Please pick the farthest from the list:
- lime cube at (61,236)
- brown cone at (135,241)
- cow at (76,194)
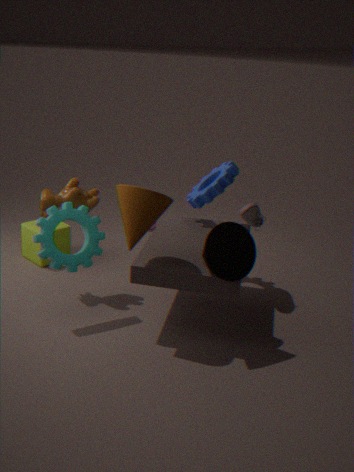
lime cube at (61,236)
